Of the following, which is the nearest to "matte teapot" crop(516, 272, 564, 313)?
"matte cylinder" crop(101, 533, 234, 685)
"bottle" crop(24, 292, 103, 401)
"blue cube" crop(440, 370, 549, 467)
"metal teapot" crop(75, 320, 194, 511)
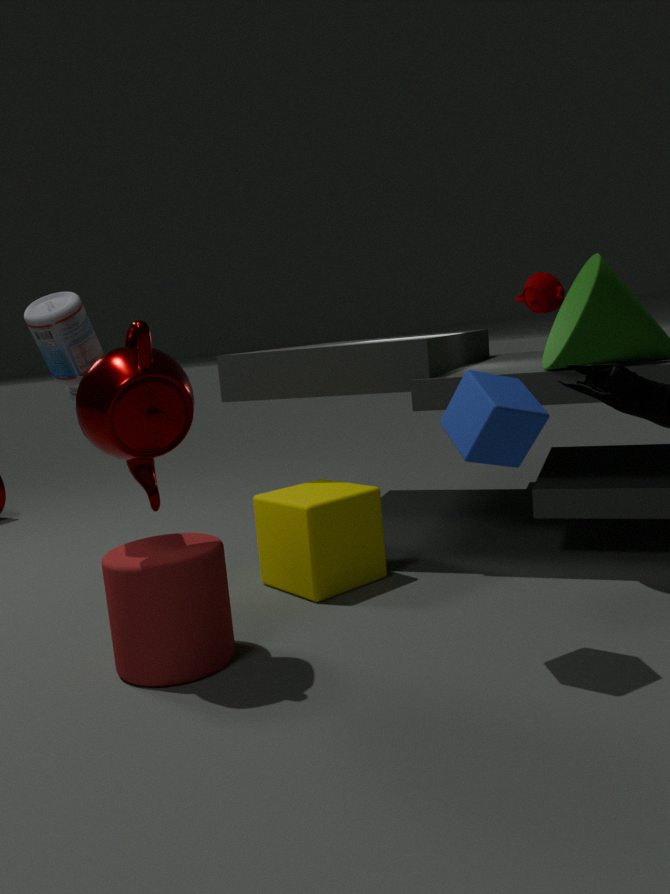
"blue cube" crop(440, 370, 549, 467)
